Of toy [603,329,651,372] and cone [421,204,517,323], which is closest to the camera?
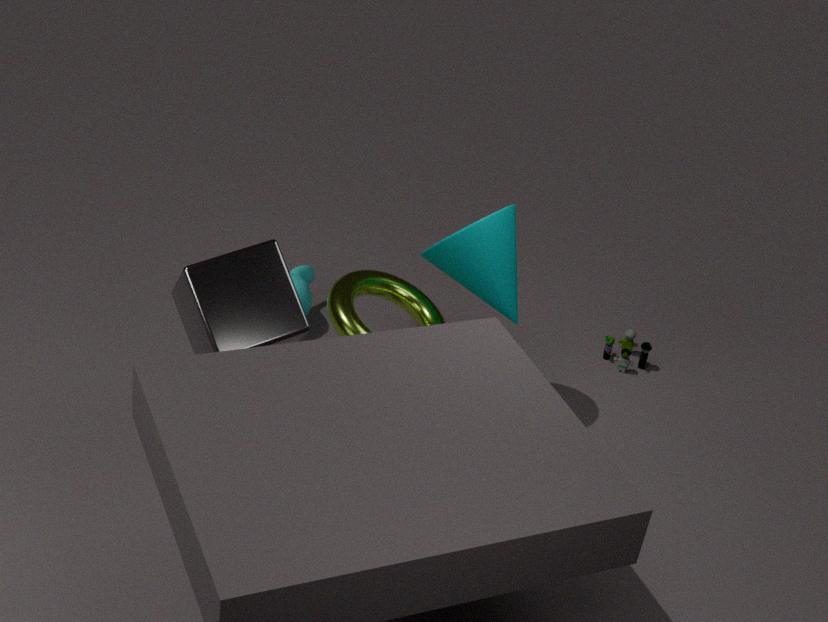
cone [421,204,517,323]
